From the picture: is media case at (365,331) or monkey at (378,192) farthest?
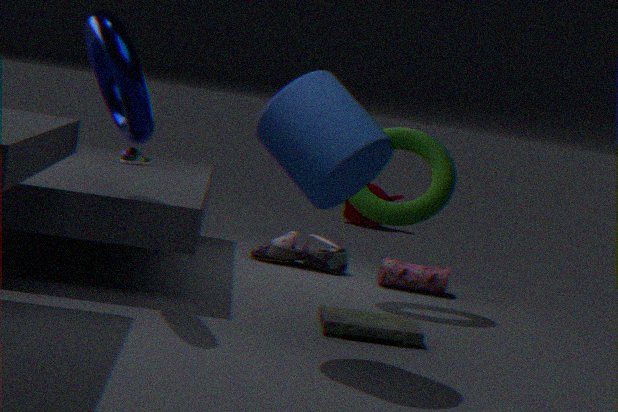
monkey at (378,192)
